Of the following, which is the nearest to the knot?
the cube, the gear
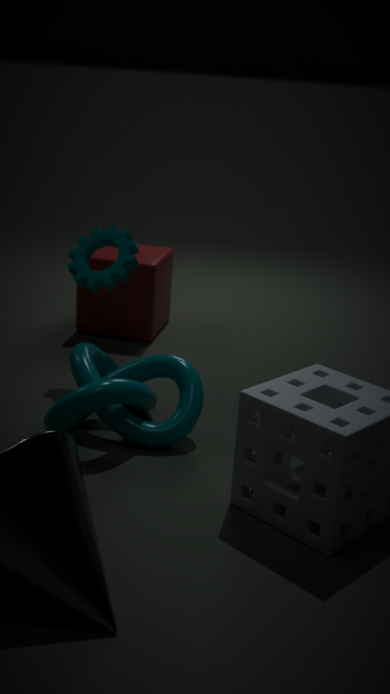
the gear
